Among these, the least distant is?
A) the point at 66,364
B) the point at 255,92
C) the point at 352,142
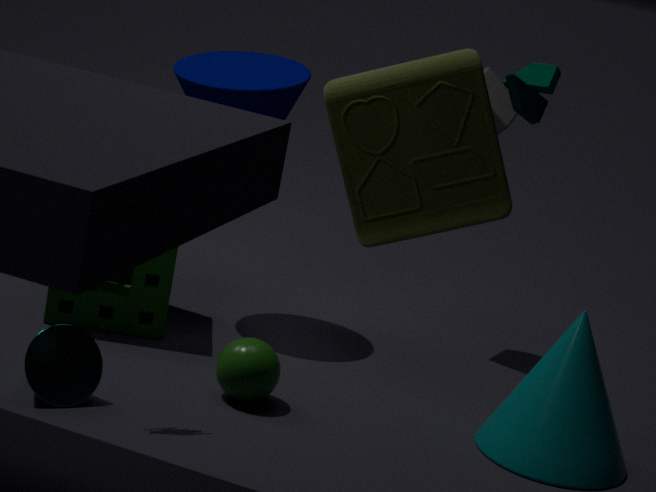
the point at 352,142
